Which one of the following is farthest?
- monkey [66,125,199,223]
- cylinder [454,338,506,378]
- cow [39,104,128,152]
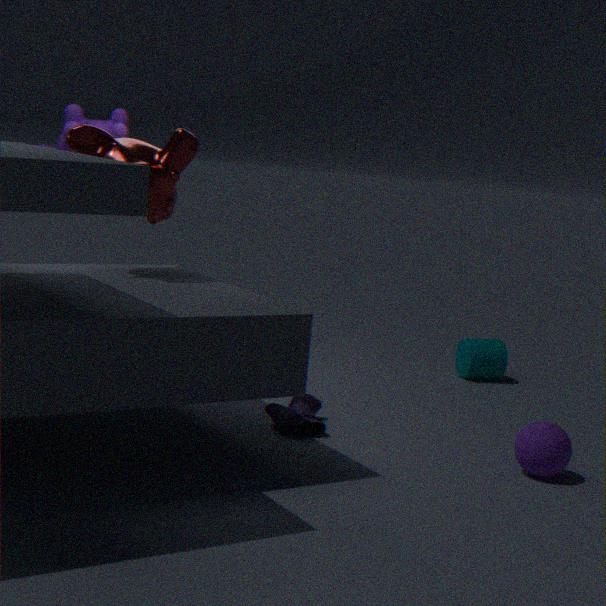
cylinder [454,338,506,378]
